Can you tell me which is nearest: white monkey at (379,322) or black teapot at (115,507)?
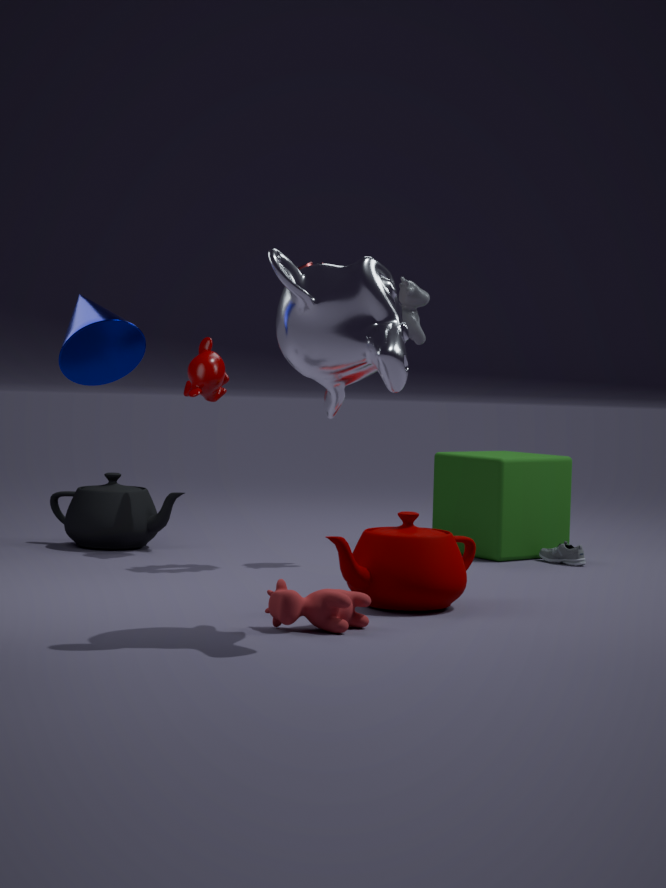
white monkey at (379,322)
